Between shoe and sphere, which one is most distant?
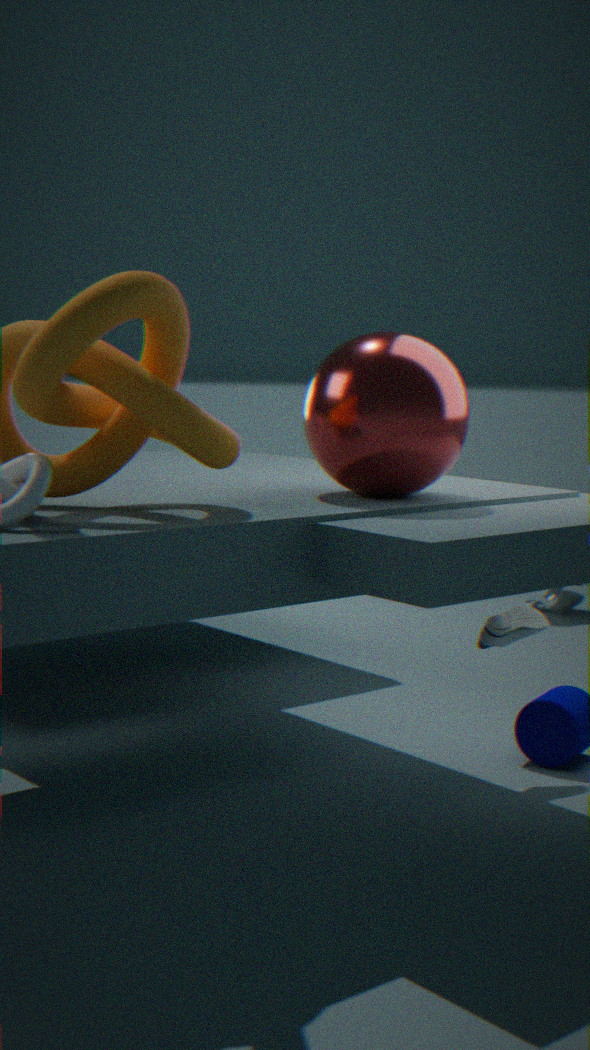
shoe
